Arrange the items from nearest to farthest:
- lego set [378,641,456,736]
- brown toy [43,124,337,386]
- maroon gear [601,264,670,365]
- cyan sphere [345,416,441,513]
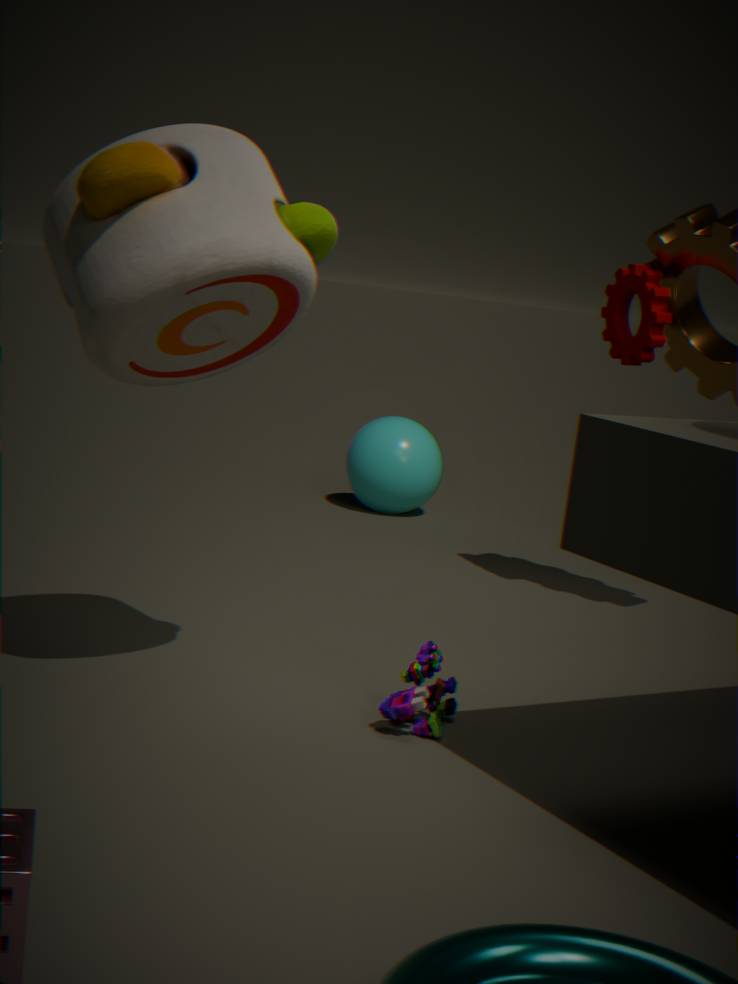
brown toy [43,124,337,386] → lego set [378,641,456,736] → maroon gear [601,264,670,365] → cyan sphere [345,416,441,513]
